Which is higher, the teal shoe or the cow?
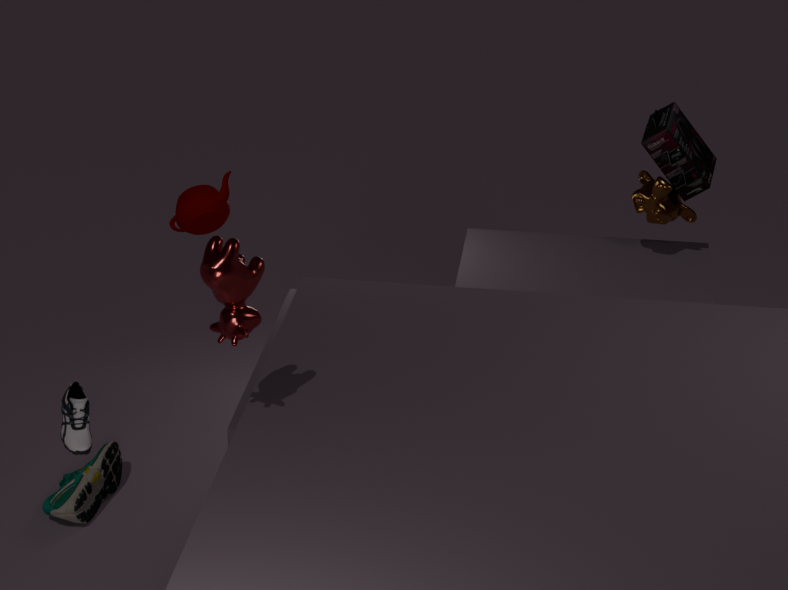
the cow
